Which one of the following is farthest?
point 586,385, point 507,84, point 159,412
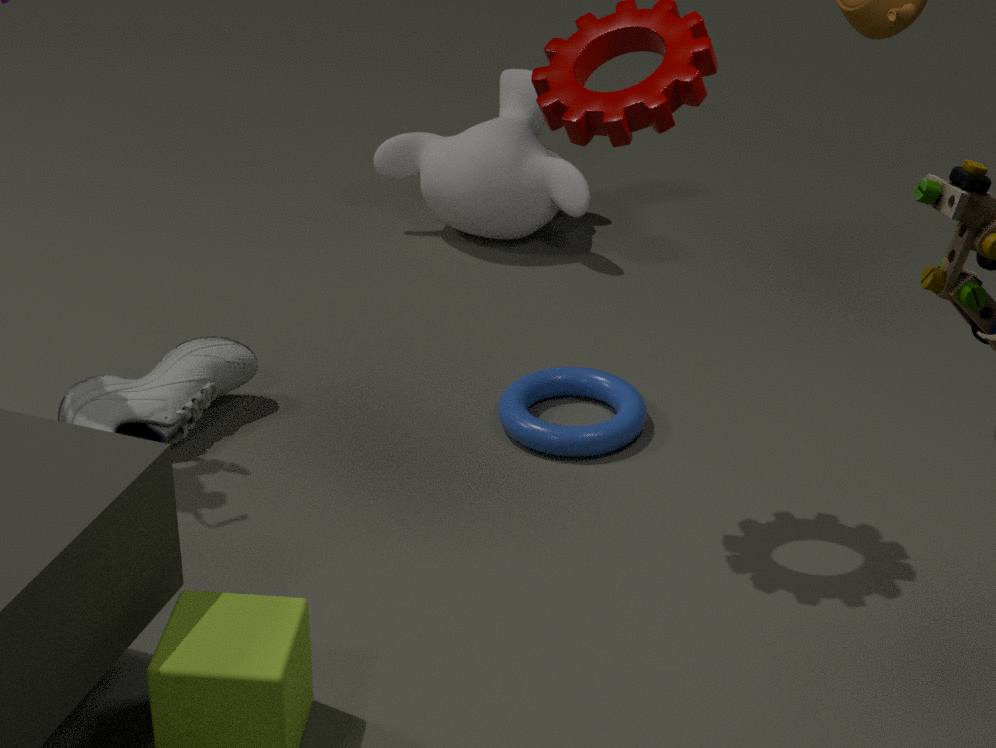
point 507,84
